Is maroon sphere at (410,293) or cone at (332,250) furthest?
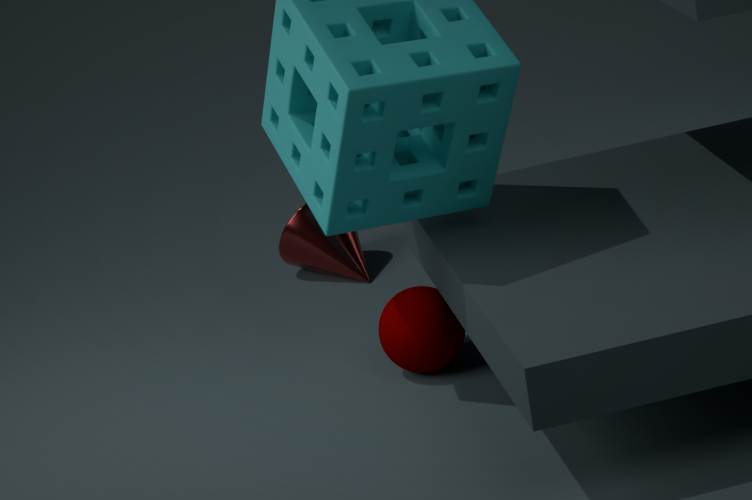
cone at (332,250)
